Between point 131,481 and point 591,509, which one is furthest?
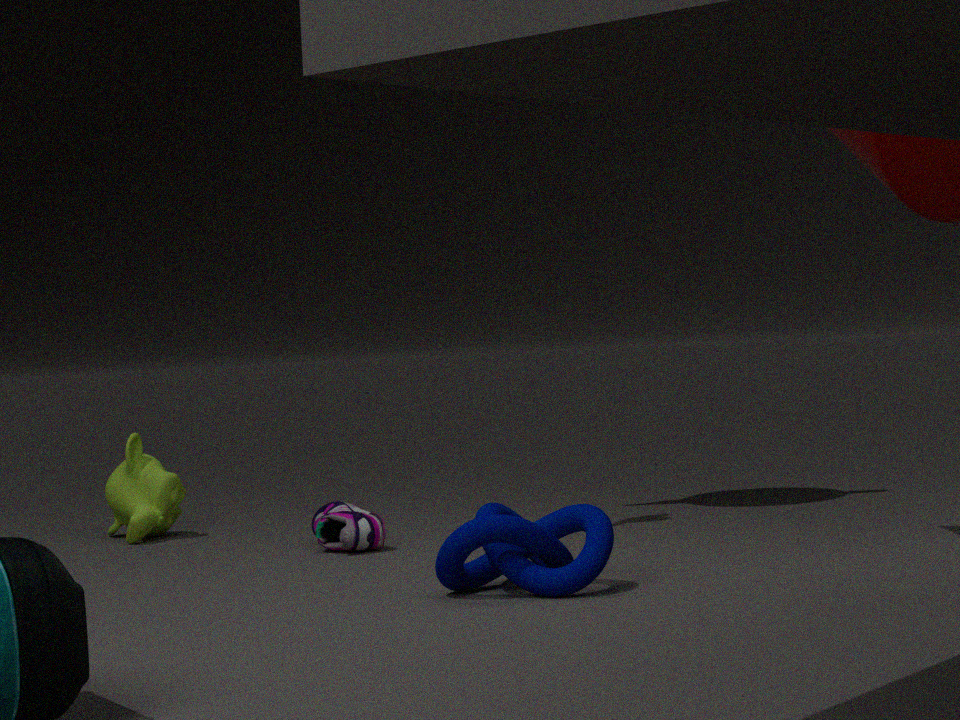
point 131,481
